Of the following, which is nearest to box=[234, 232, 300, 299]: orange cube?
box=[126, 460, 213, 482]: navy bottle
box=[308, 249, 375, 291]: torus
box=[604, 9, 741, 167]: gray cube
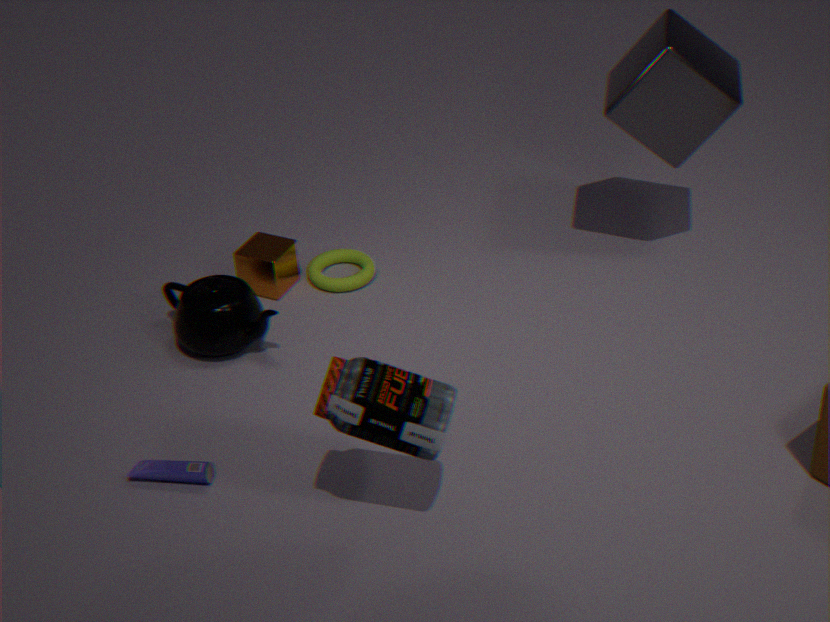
box=[308, 249, 375, 291]: torus
